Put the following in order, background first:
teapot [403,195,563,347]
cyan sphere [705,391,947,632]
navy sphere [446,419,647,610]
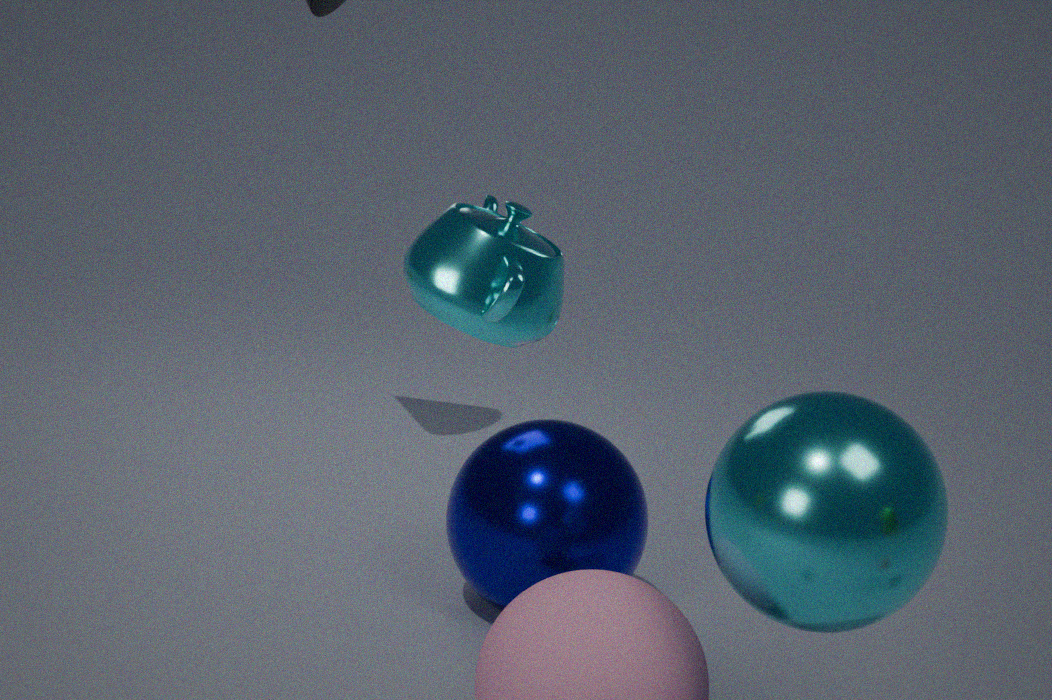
navy sphere [446,419,647,610]
cyan sphere [705,391,947,632]
teapot [403,195,563,347]
